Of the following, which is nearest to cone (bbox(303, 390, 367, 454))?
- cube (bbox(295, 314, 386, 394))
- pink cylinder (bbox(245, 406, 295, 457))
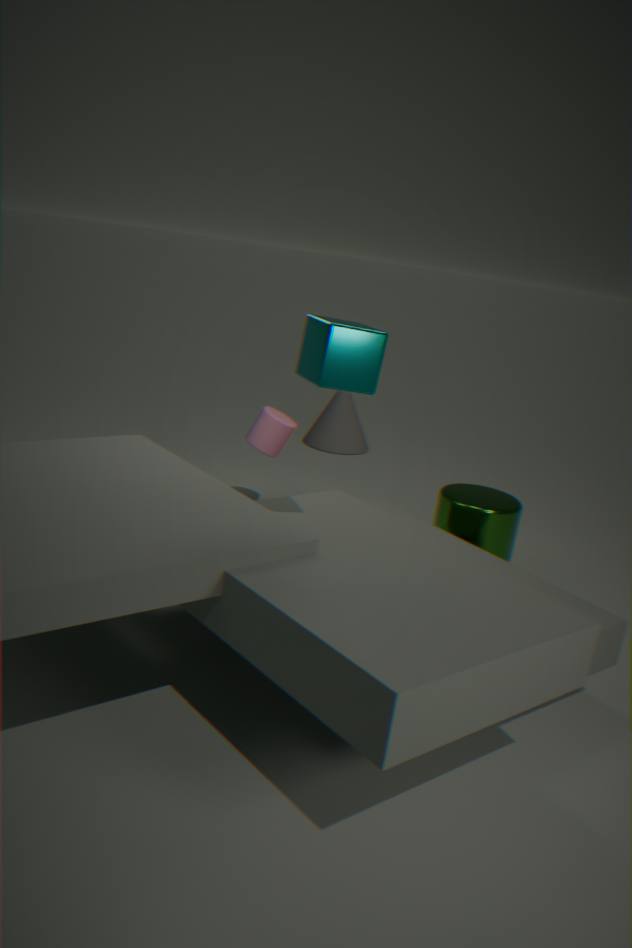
pink cylinder (bbox(245, 406, 295, 457))
